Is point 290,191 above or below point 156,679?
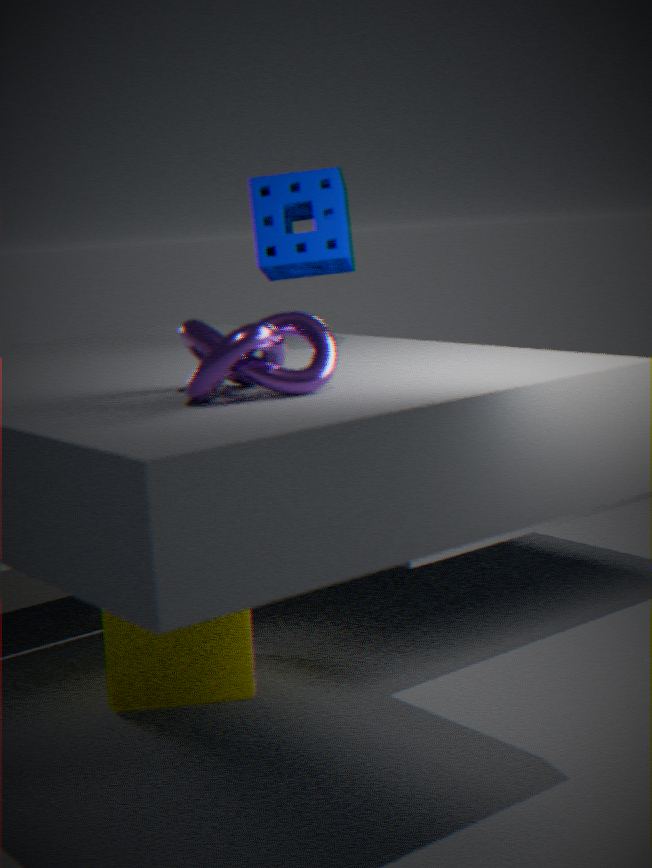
above
